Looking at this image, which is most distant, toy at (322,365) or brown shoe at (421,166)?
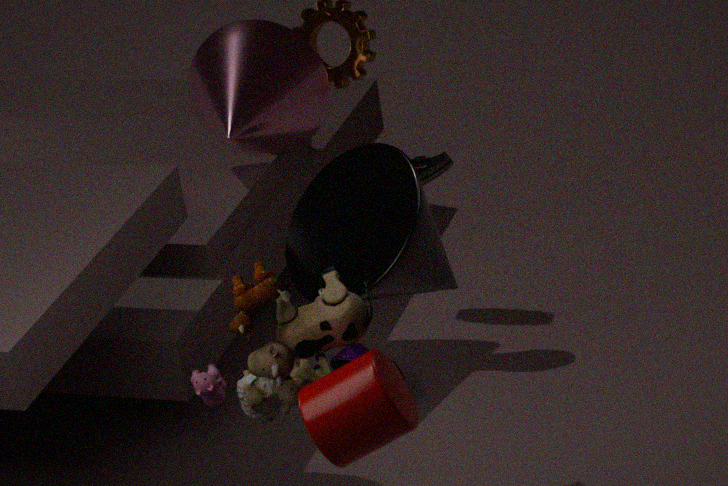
brown shoe at (421,166)
